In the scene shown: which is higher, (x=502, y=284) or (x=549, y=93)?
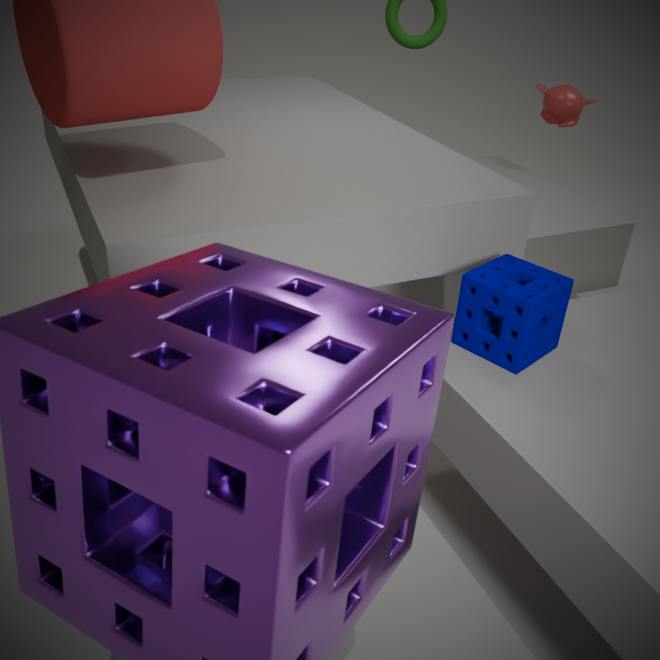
(x=549, y=93)
